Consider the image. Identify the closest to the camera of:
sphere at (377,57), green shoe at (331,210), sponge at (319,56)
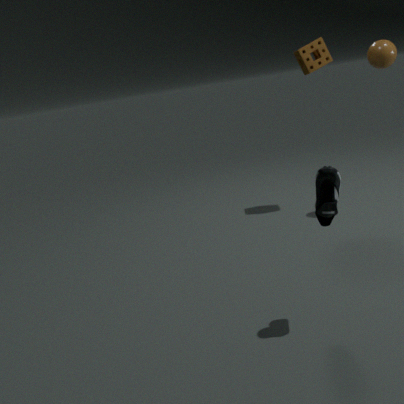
green shoe at (331,210)
